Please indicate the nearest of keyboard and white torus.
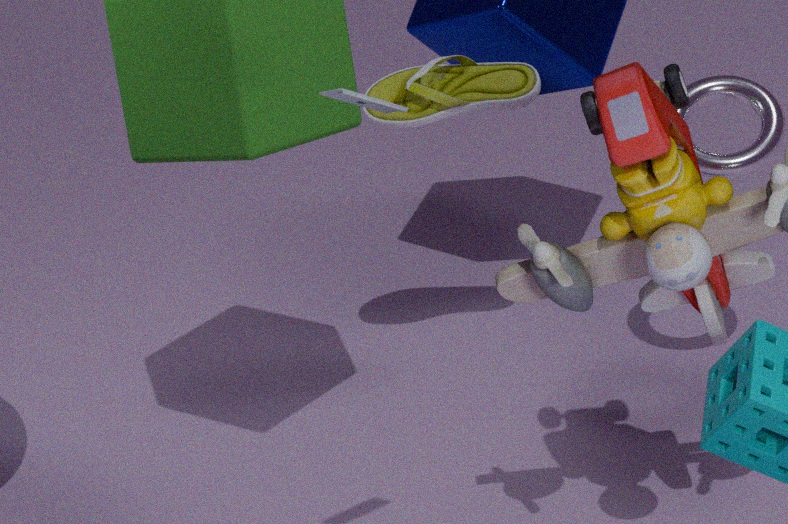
keyboard
